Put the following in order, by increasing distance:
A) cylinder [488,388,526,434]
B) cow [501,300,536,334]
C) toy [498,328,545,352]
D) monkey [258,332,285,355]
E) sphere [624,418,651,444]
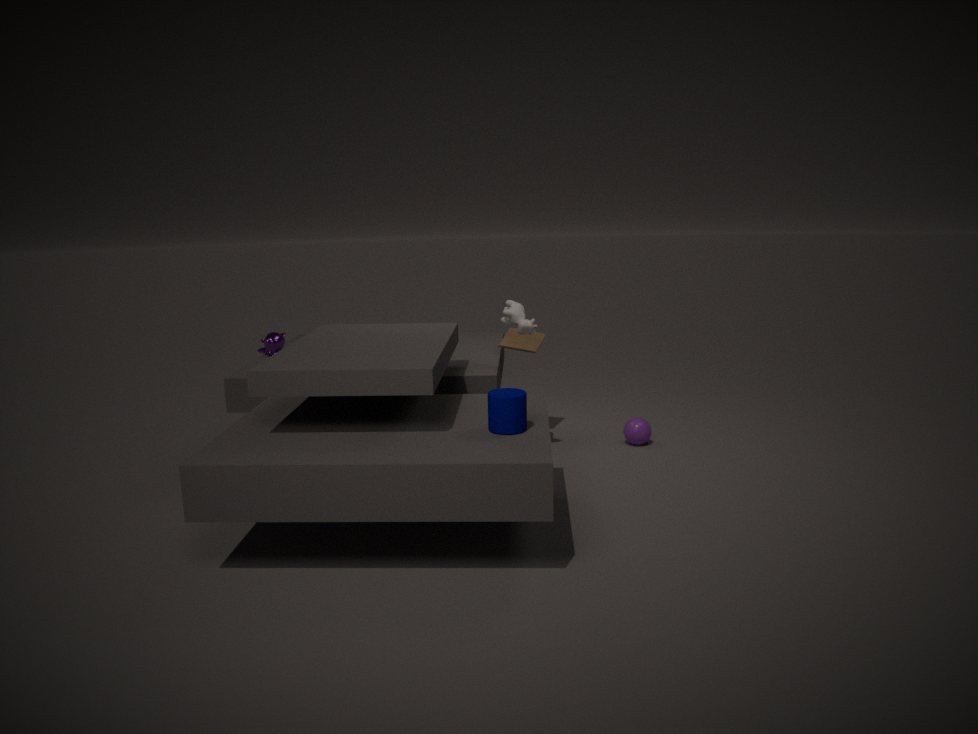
1. cylinder [488,388,526,434]
2. cow [501,300,536,334]
3. sphere [624,418,651,444]
4. toy [498,328,545,352]
5. monkey [258,332,285,355]
